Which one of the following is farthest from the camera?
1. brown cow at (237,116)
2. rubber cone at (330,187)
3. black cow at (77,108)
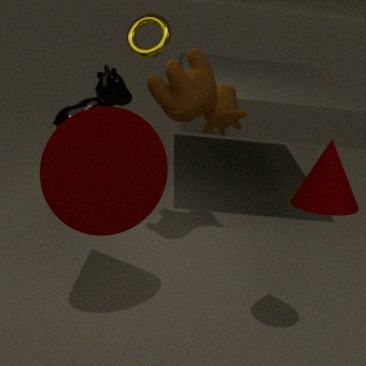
black cow at (77,108)
